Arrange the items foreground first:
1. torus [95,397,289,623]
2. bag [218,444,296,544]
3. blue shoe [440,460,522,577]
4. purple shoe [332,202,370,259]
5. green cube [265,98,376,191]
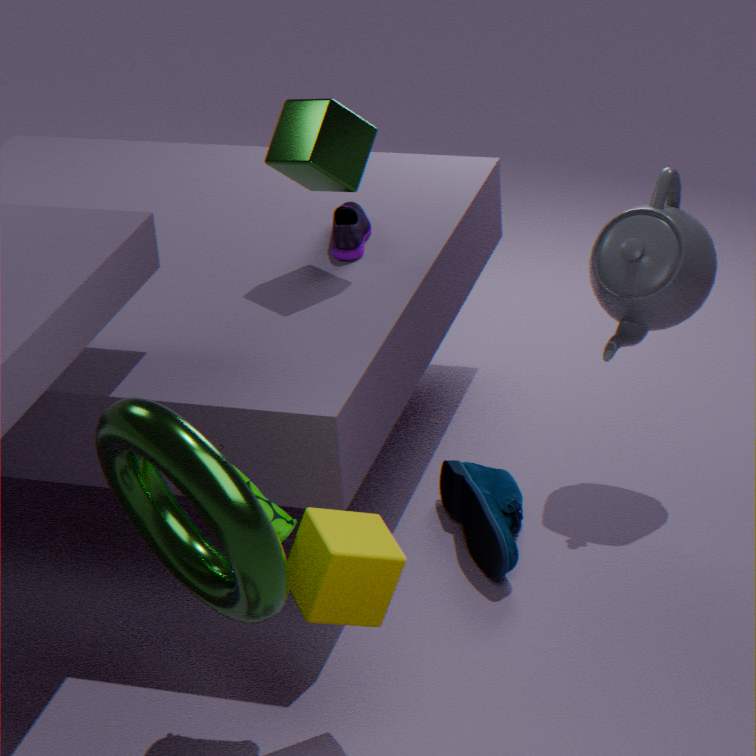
torus [95,397,289,623] → bag [218,444,296,544] → blue shoe [440,460,522,577] → green cube [265,98,376,191] → purple shoe [332,202,370,259]
